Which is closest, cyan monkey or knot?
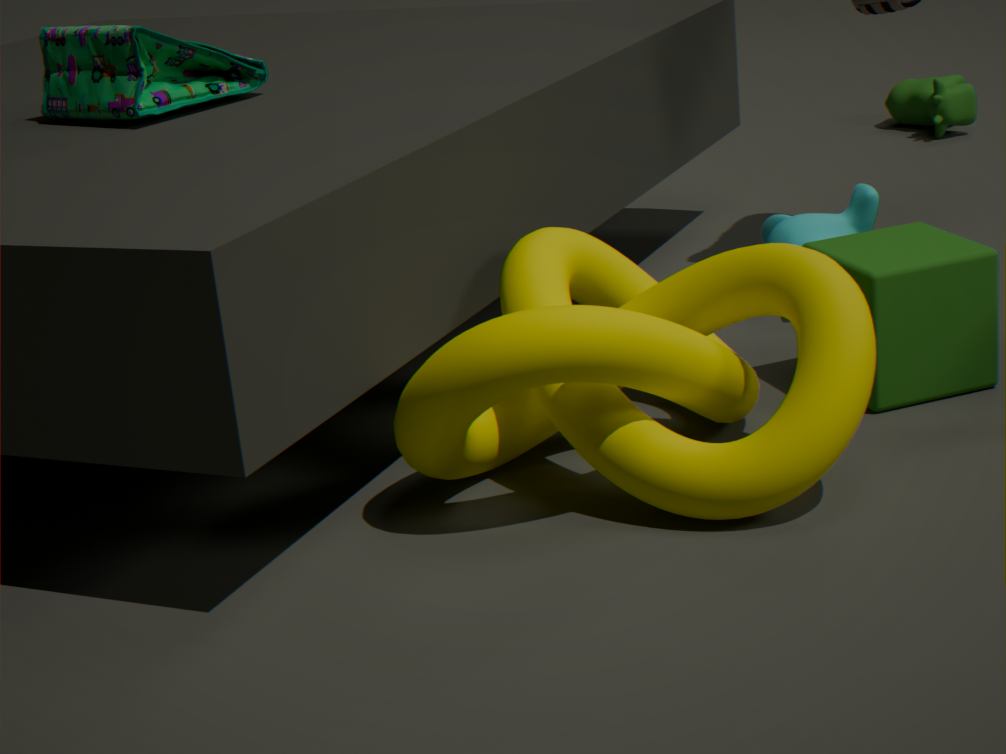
knot
